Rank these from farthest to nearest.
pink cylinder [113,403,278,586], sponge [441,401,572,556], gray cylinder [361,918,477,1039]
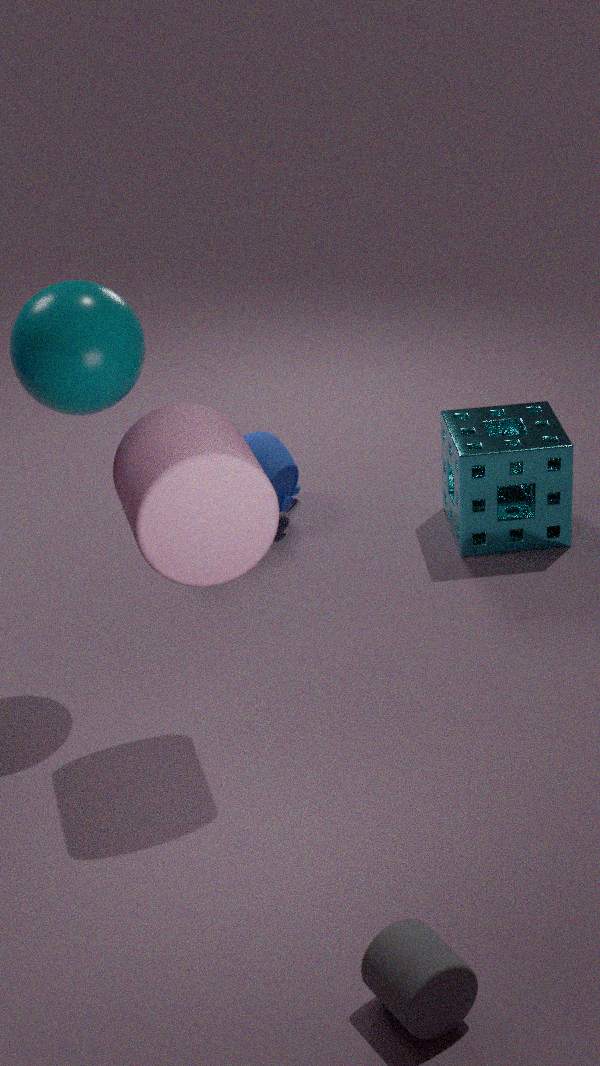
sponge [441,401,572,556], pink cylinder [113,403,278,586], gray cylinder [361,918,477,1039]
